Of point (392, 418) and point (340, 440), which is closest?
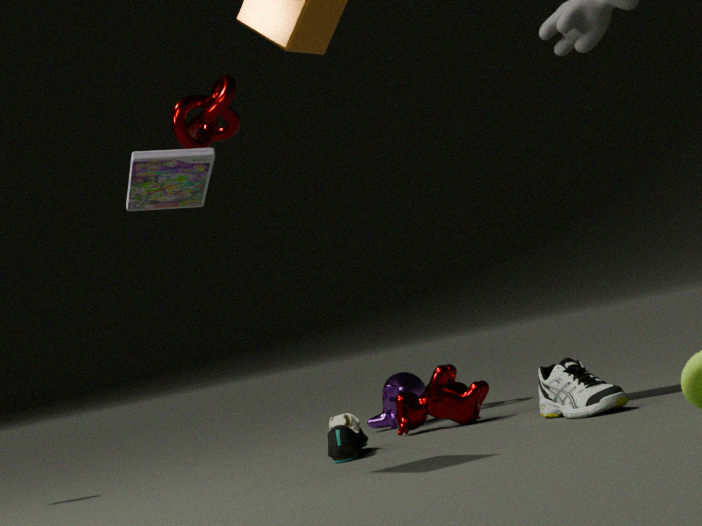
point (340, 440)
